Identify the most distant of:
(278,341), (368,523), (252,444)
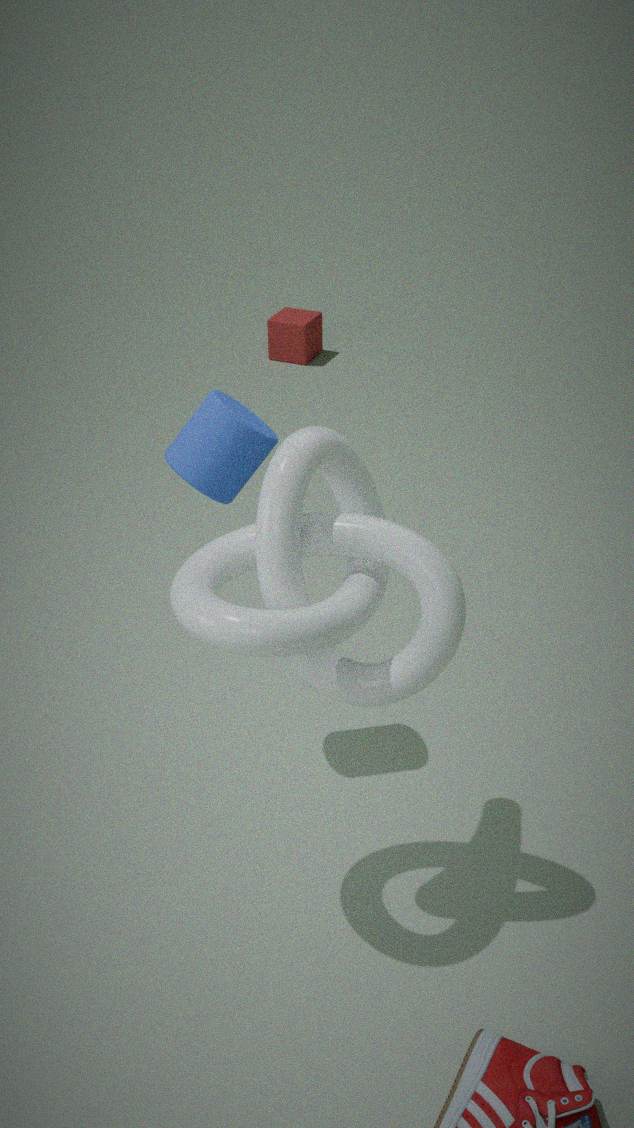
(278,341)
